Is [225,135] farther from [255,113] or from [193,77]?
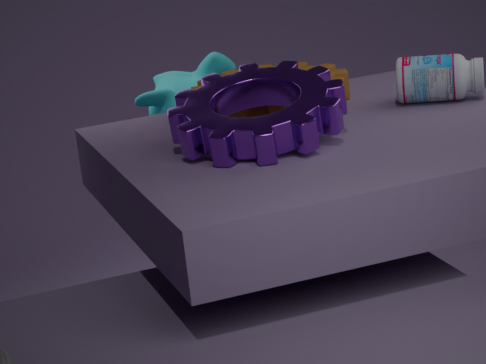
[193,77]
